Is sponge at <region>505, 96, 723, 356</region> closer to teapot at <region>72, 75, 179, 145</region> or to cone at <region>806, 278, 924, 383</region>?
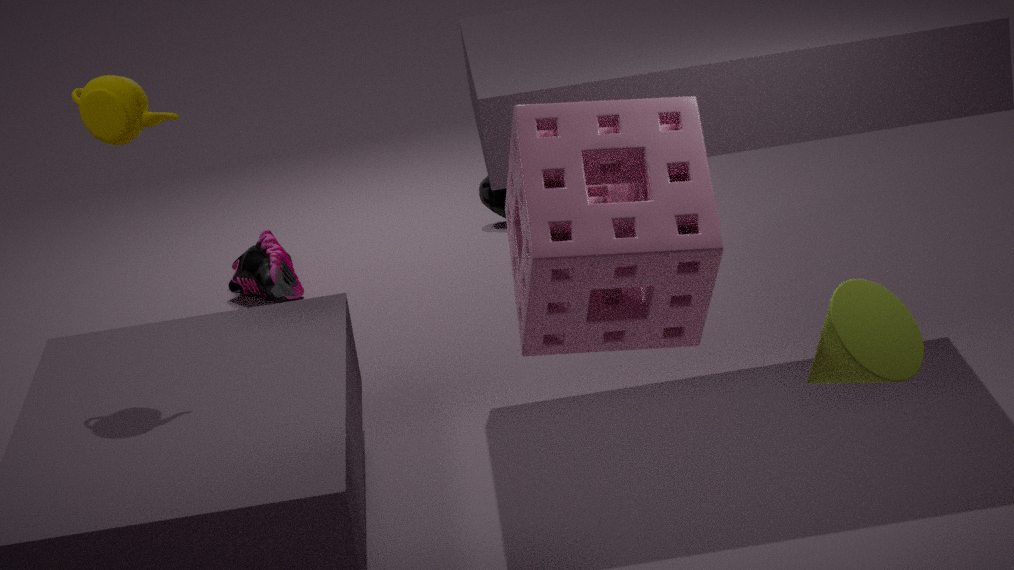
cone at <region>806, 278, 924, 383</region>
